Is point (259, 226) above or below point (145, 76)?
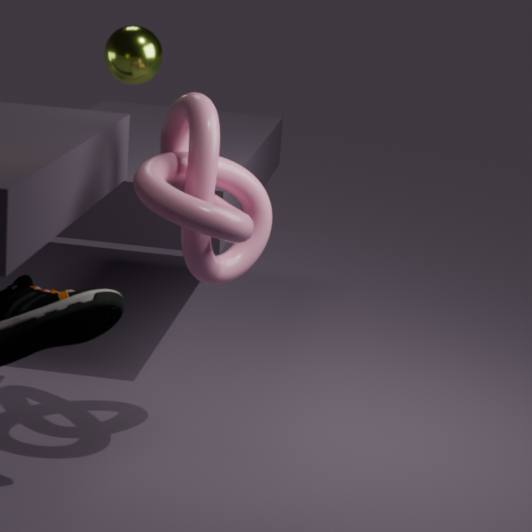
below
